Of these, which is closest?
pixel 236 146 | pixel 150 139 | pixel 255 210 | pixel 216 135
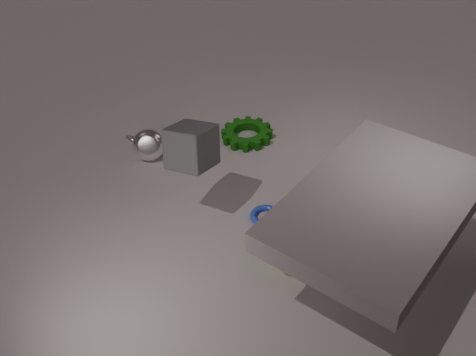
pixel 216 135
